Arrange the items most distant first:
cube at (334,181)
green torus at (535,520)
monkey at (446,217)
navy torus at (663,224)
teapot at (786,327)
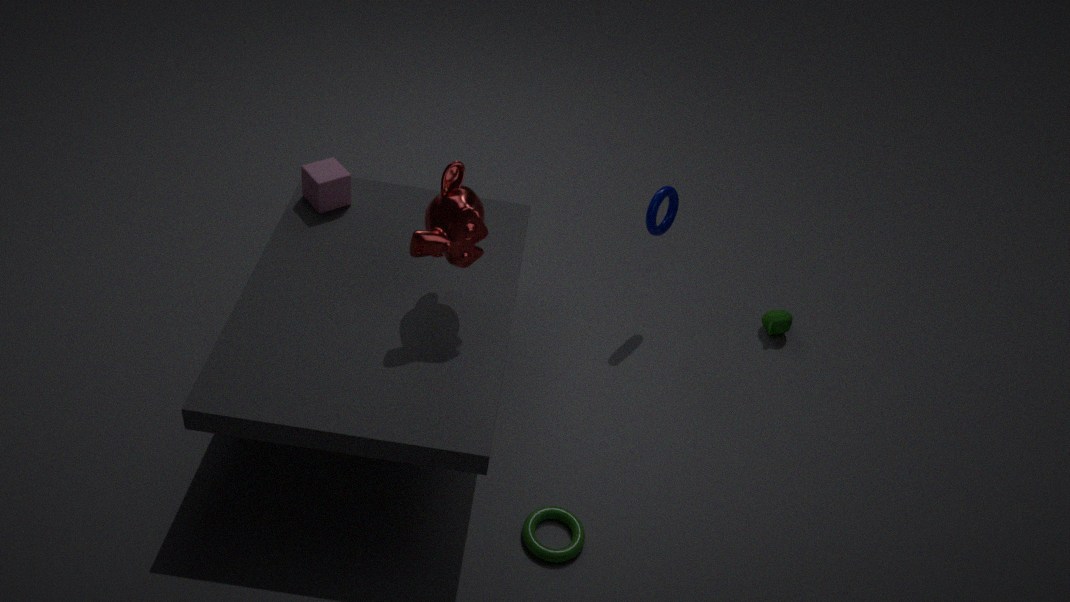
teapot at (786,327), navy torus at (663,224), cube at (334,181), green torus at (535,520), monkey at (446,217)
